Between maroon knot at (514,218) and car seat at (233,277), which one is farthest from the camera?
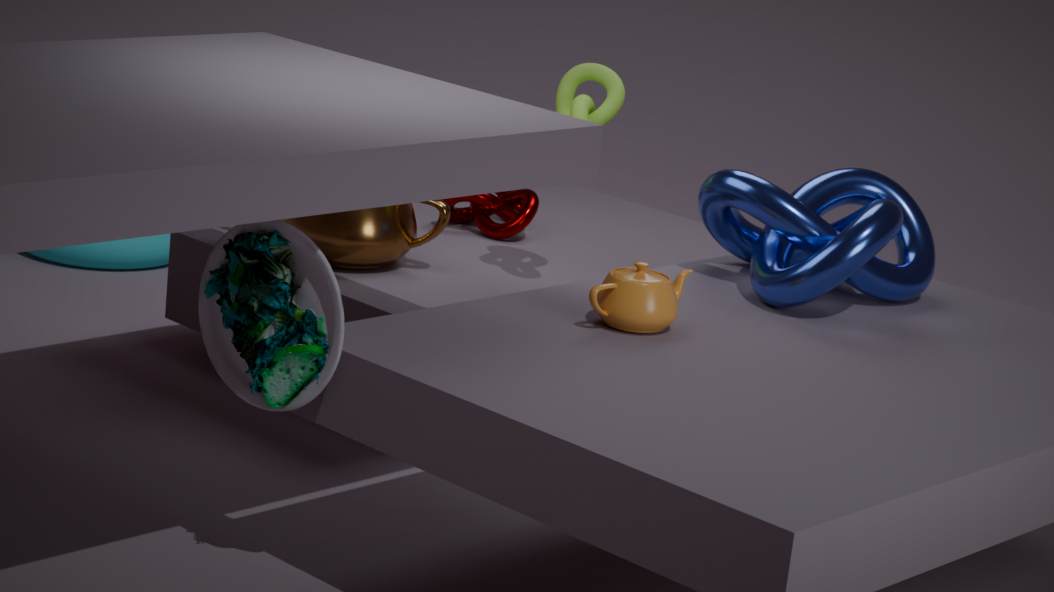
maroon knot at (514,218)
